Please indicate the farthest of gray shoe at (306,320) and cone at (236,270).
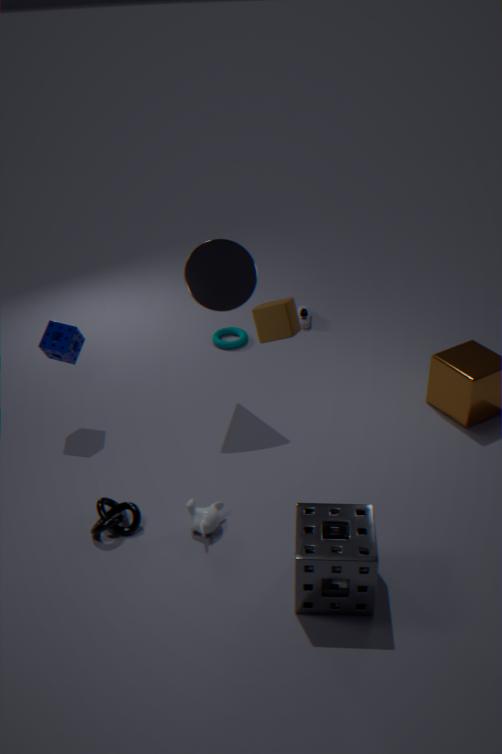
gray shoe at (306,320)
